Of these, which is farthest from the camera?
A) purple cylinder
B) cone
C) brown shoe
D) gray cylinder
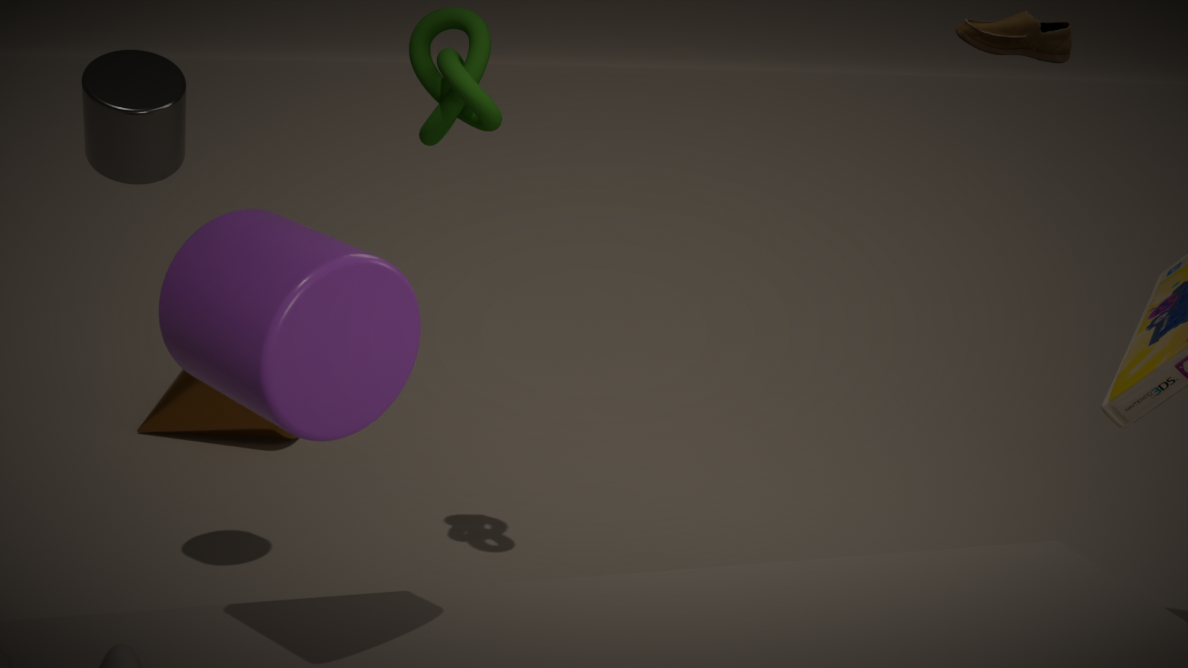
cone
